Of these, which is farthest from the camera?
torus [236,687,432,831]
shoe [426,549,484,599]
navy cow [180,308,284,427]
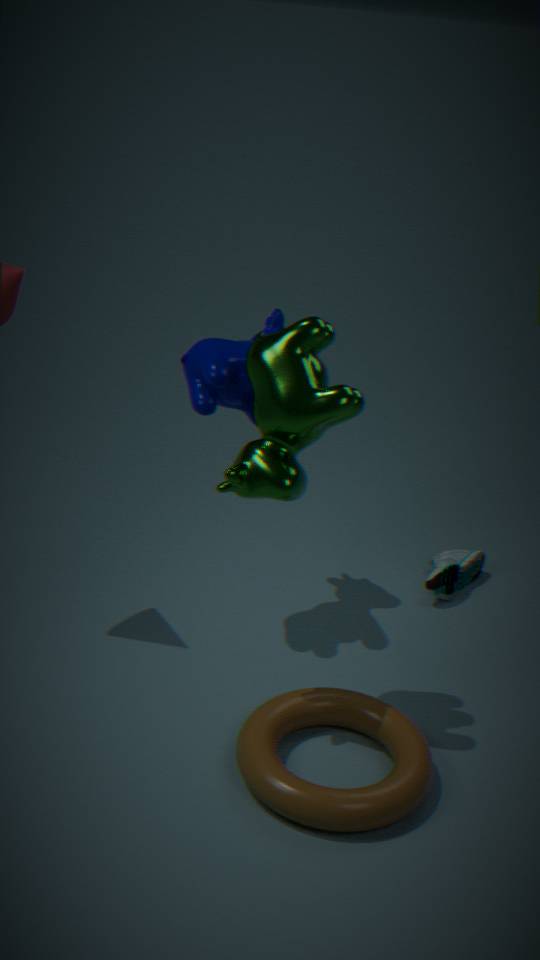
→ shoe [426,549,484,599]
